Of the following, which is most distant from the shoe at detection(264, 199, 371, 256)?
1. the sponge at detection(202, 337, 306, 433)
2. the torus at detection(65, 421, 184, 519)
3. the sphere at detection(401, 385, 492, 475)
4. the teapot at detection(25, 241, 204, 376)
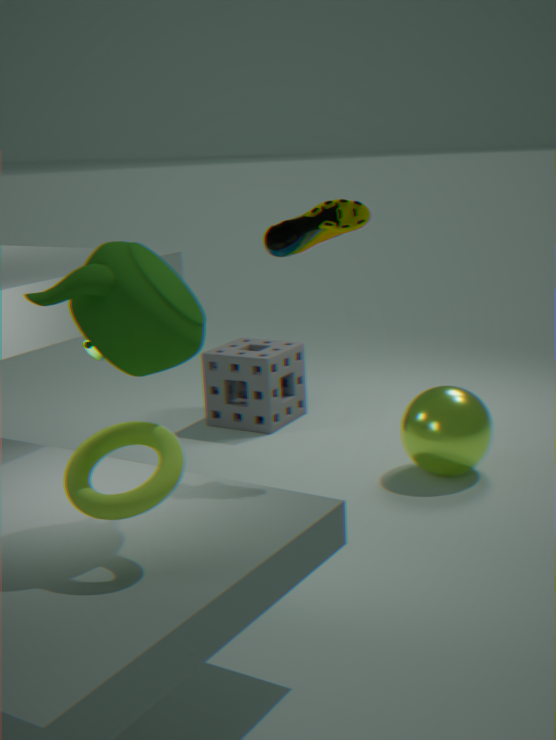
the sponge at detection(202, 337, 306, 433)
